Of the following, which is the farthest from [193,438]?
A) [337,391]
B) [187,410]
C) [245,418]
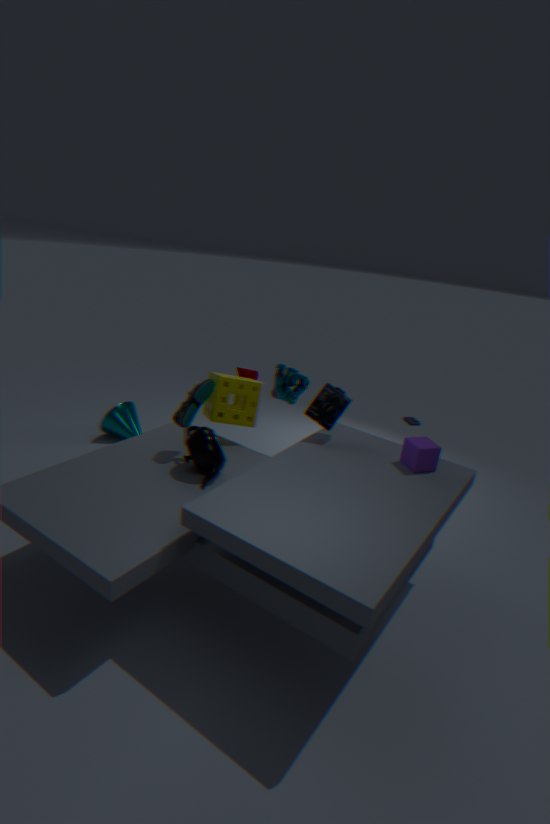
[337,391]
